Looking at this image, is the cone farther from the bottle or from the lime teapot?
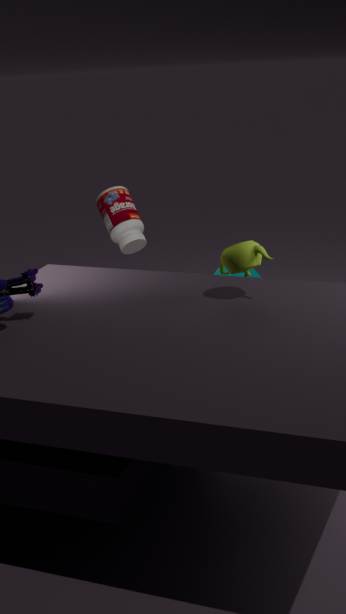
the lime teapot
